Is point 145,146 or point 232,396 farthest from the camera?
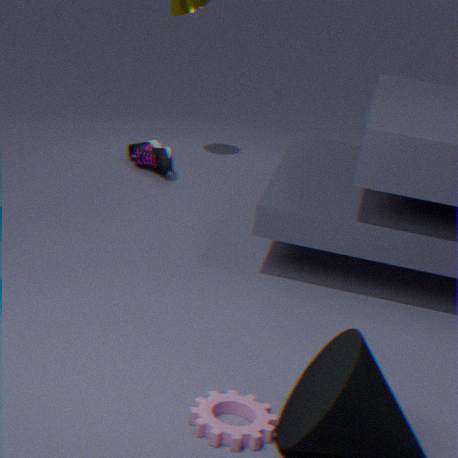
point 145,146
